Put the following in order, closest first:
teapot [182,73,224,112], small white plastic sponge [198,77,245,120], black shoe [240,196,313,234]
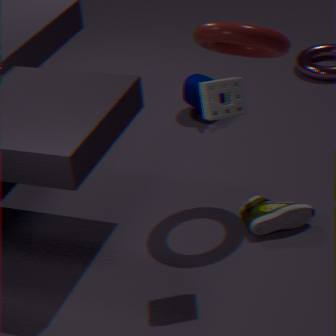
small white plastic sponge [198,77,245,120]
black shoe [240,196,313,234]
teapot [182,73,224,112]
